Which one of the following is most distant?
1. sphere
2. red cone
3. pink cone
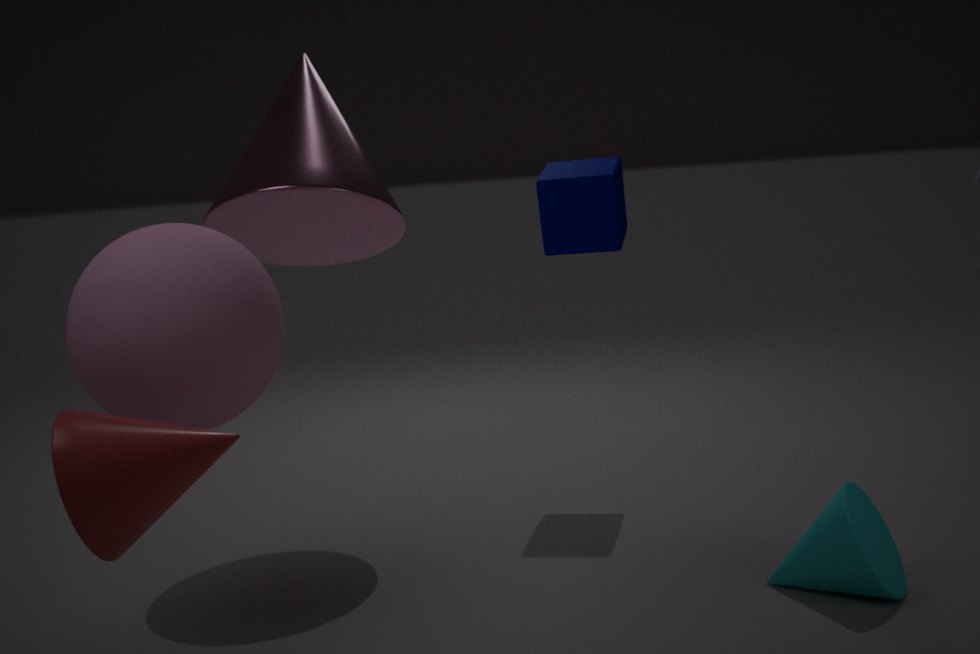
pink cone
